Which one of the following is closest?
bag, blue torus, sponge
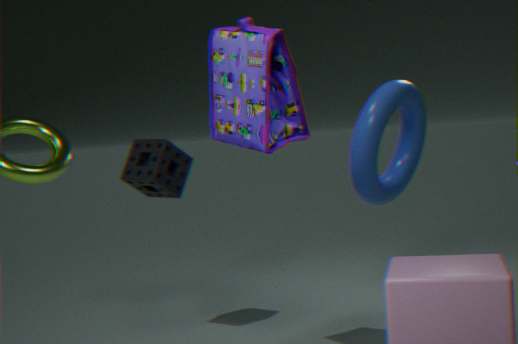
bag
